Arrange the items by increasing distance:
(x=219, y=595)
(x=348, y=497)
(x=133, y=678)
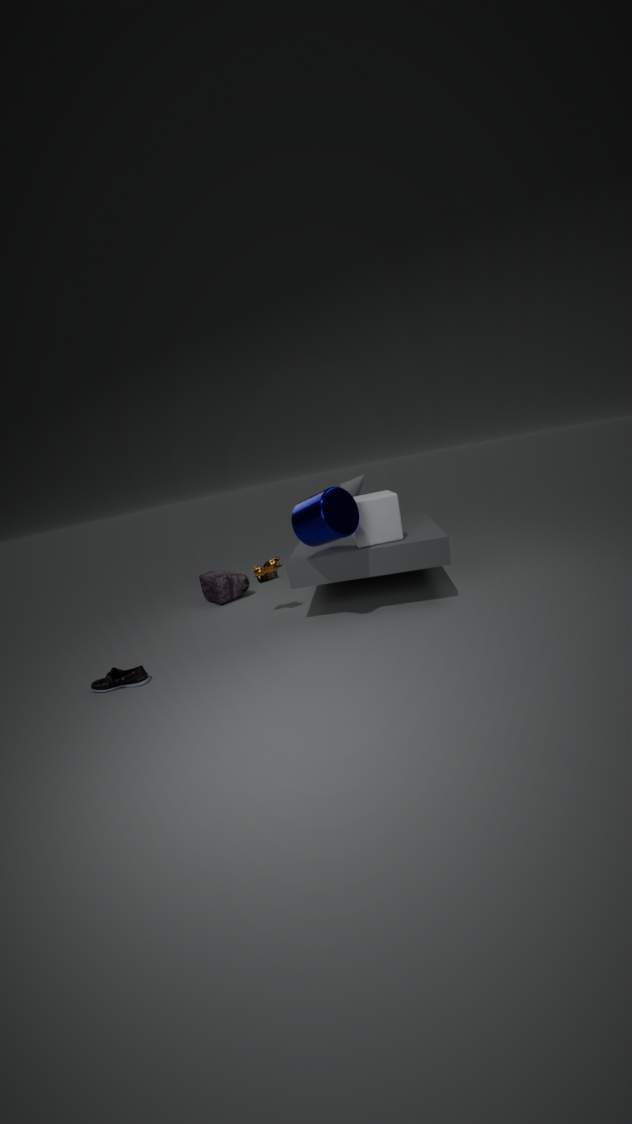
(x=133, y=678), (x=348, y=497), (x=219, y=595)
